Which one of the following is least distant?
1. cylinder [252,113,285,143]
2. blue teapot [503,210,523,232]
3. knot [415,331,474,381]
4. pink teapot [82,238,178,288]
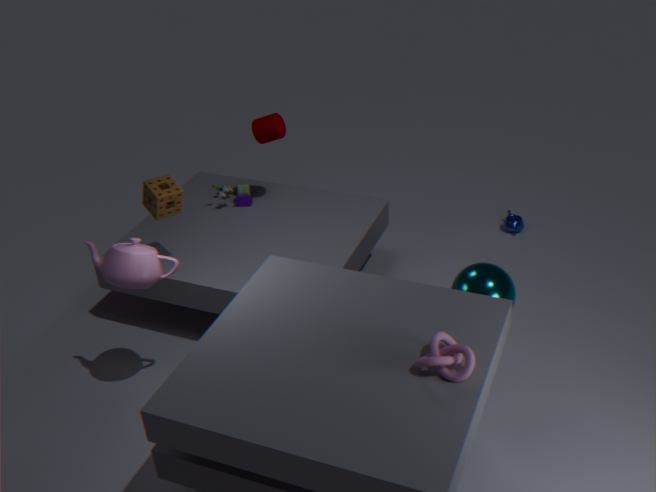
knot [415,331,474,381]
